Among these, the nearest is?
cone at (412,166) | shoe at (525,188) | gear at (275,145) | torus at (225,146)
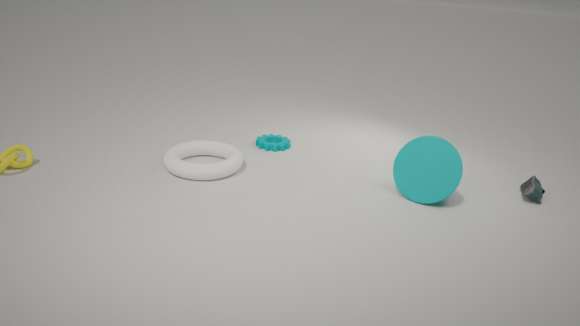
cone at (412,166)
